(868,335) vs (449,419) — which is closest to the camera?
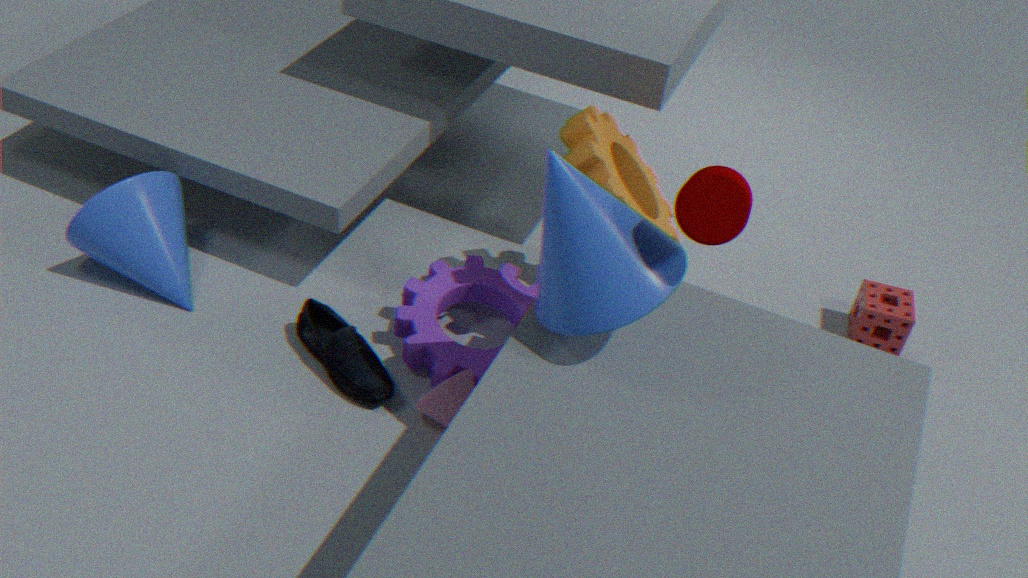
(449,419)
